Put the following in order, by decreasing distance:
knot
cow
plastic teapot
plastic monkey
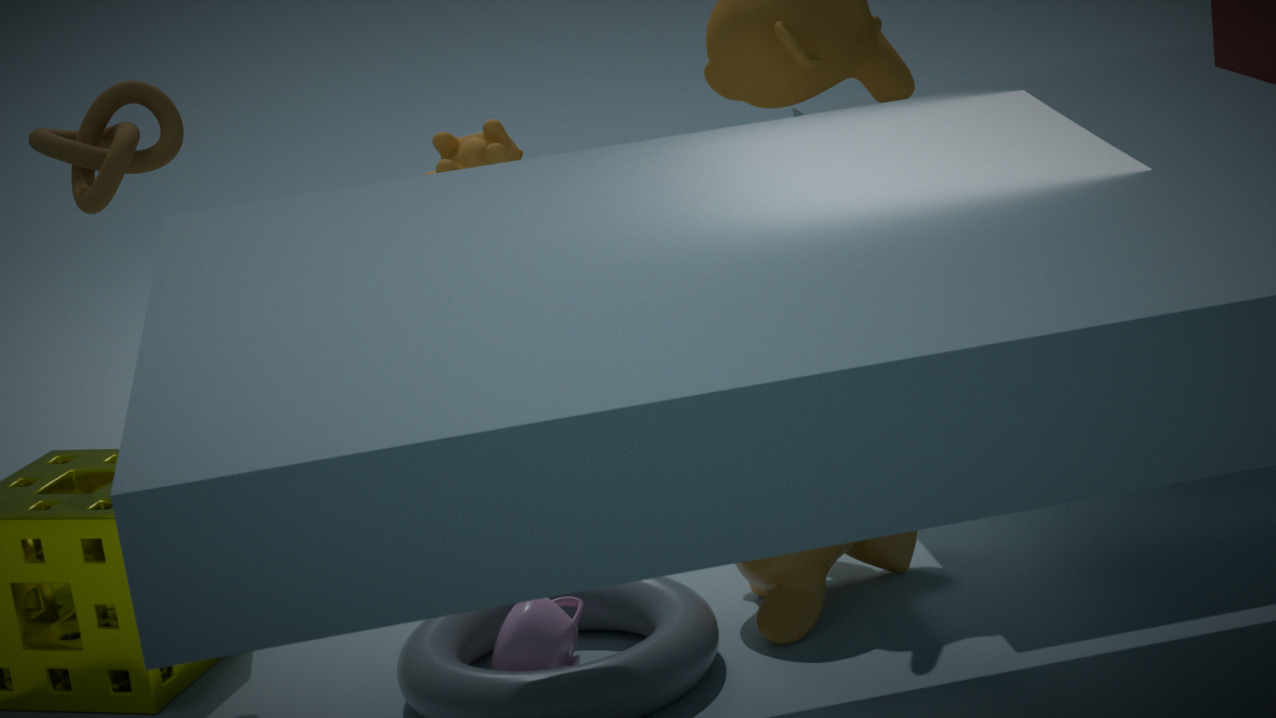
cow
knot
plastic monkey
plastic teapot
